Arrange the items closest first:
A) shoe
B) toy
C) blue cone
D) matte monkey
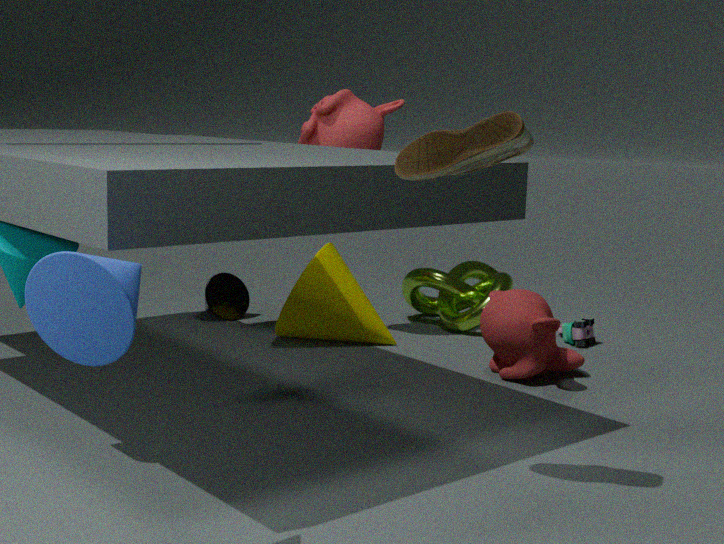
blue cone
shoe
matte monkey
toy
